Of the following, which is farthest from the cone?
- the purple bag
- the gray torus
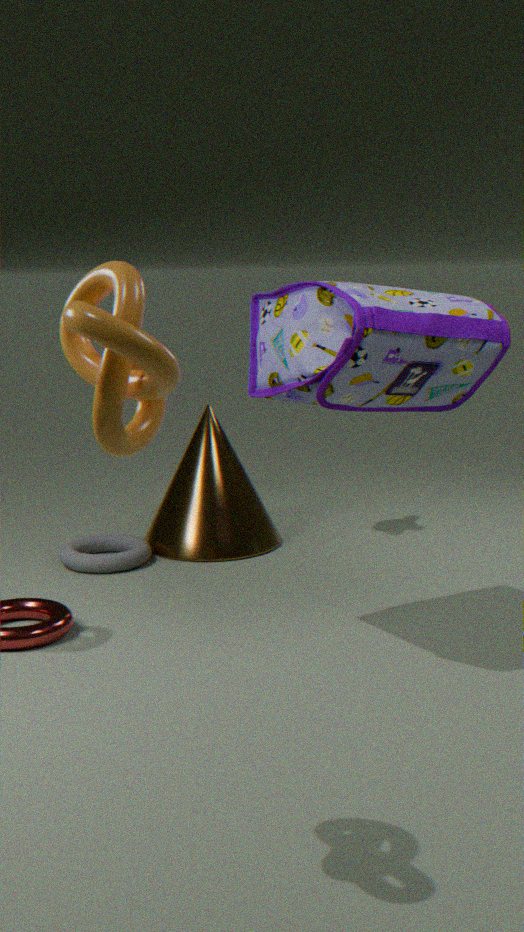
the purple bag
